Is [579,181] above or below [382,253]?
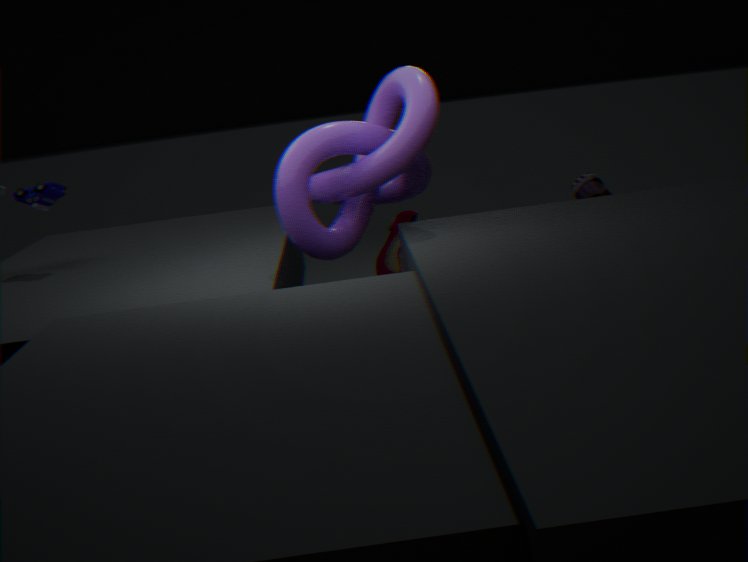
above
